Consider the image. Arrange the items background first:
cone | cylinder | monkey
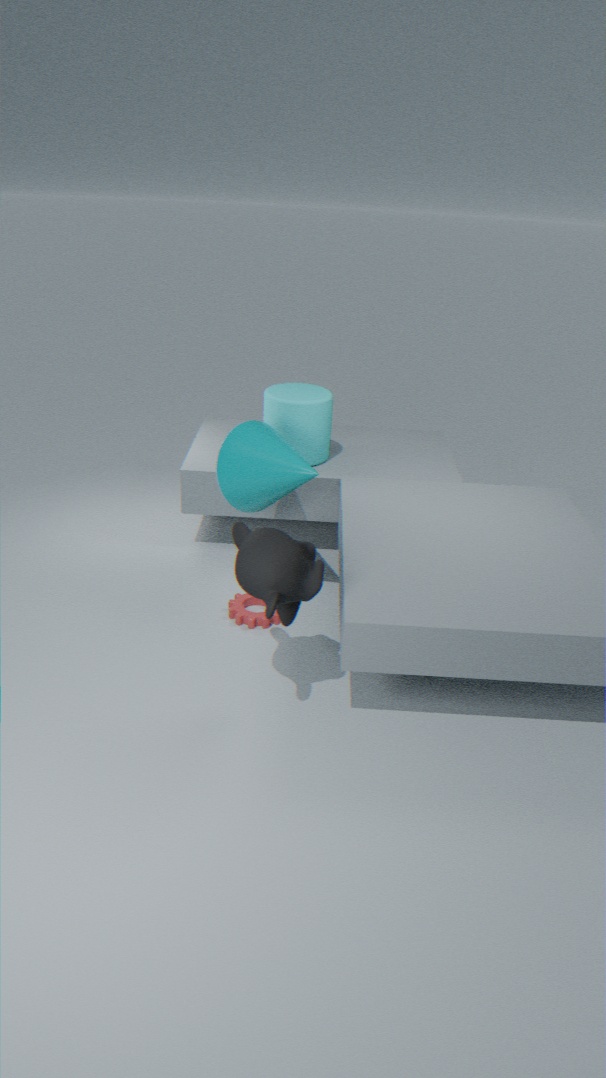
cylinder
cone
monkey
